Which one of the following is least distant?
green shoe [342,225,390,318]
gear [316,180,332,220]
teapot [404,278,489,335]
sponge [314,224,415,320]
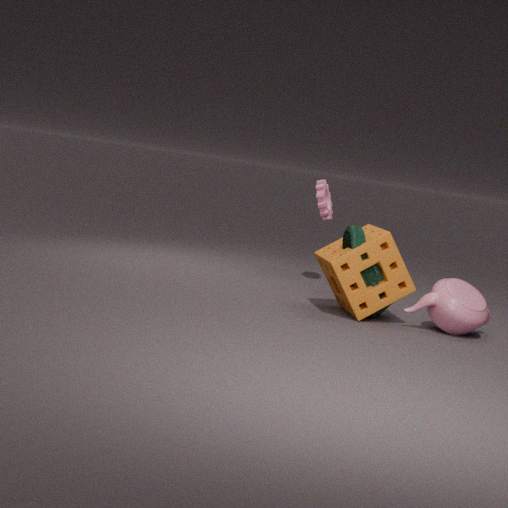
teapot [404,278,489,335]
